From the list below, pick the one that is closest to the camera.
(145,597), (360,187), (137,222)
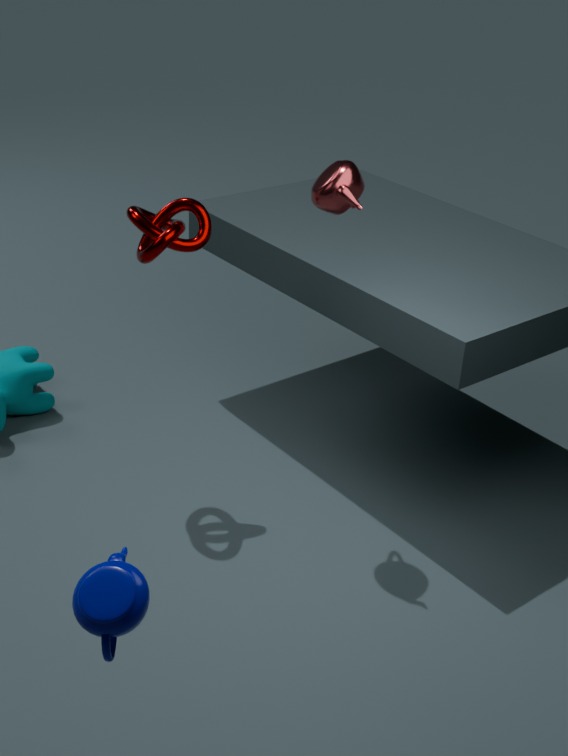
(145,597)
